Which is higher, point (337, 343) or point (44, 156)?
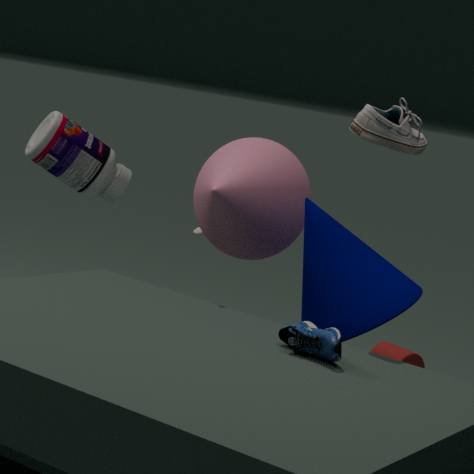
point (44, 156)
